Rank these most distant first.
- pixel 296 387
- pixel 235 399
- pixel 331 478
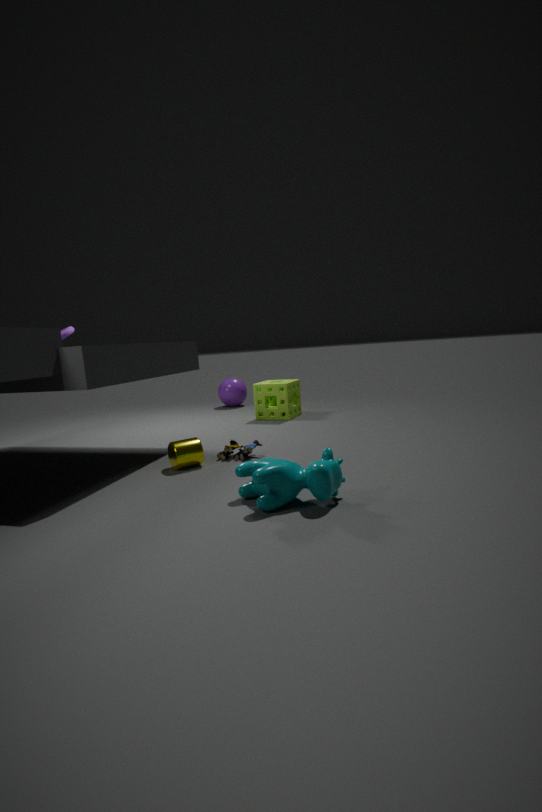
1. pixel 235 399
2. pixel 296 387
3. pixel 331 478
